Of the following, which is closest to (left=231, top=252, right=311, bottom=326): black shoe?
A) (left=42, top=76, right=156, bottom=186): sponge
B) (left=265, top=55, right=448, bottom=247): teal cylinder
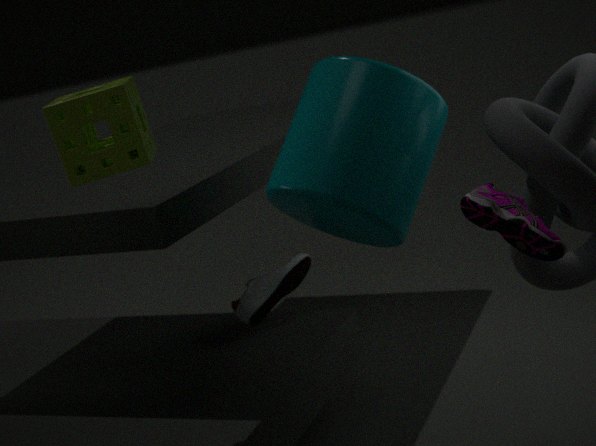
(left=265, top=55, right=448, bottom=247): teal cylinder
